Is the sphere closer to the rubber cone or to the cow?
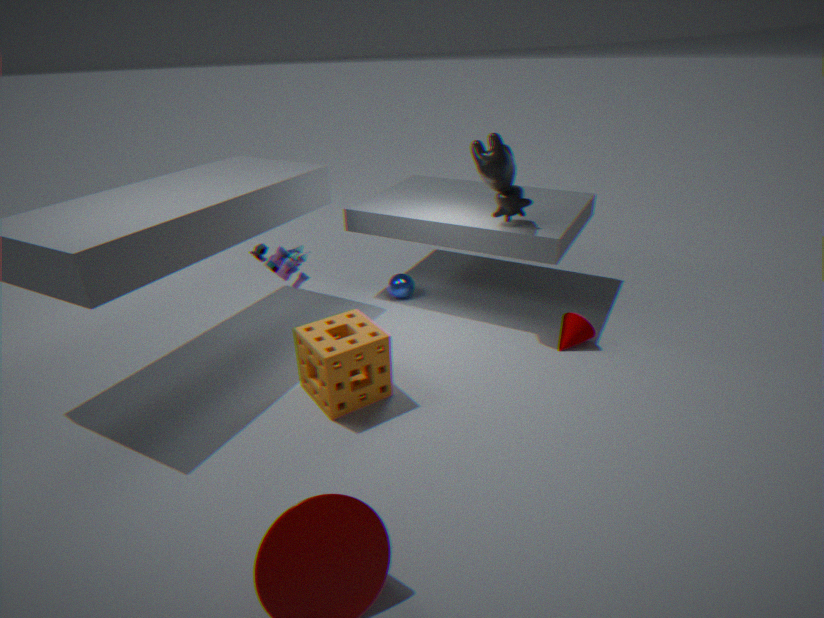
the cow
